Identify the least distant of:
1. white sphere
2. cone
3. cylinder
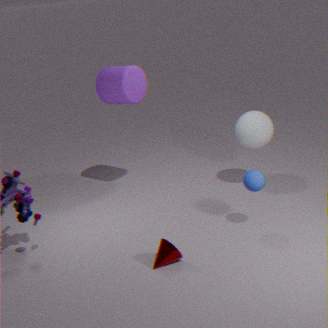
cone
